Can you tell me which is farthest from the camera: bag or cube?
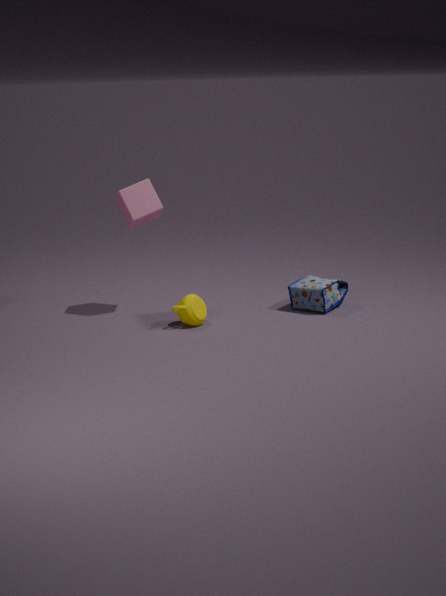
bag
